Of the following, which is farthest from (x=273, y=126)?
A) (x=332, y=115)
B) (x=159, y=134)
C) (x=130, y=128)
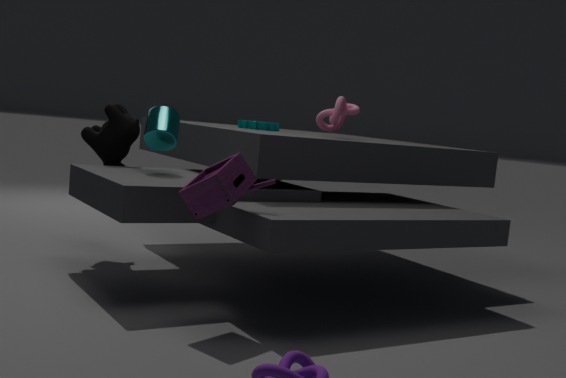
(x=130, y=128)
